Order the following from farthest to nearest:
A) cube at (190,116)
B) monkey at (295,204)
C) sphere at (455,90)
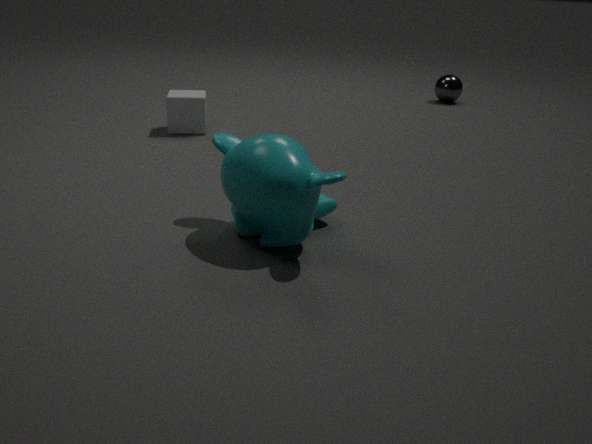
sphere at (455,90) < cube at (190,116) < monkey at (295,204)
